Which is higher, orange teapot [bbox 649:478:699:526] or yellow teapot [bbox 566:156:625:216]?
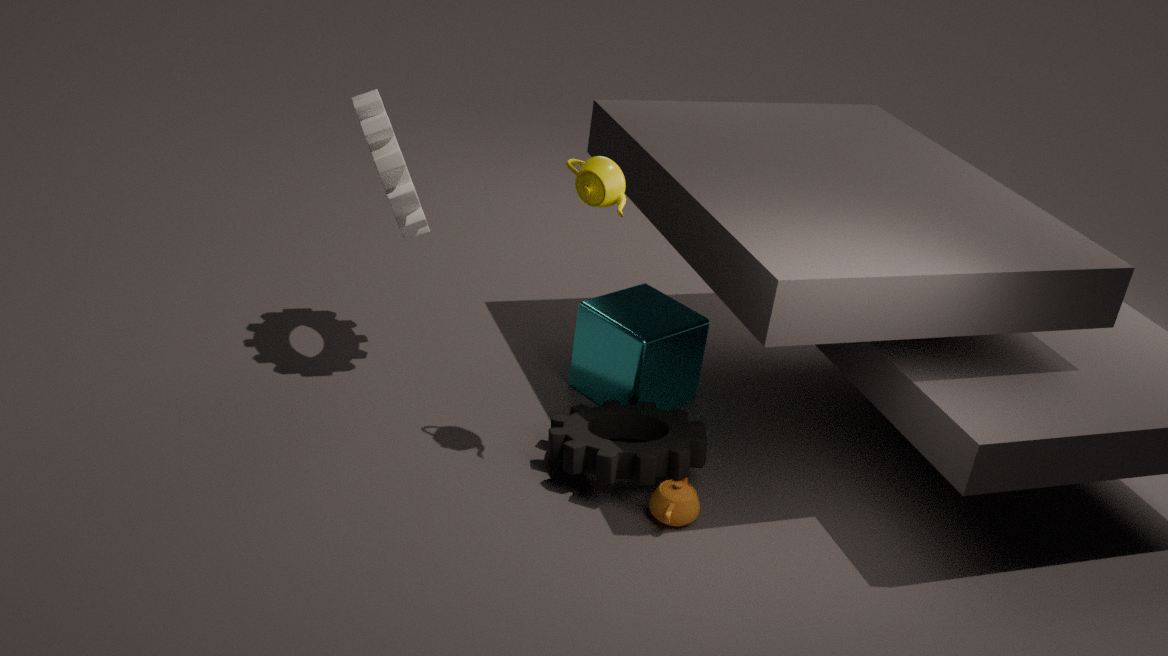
yellow teapot [bbox 566:156:625:216]
